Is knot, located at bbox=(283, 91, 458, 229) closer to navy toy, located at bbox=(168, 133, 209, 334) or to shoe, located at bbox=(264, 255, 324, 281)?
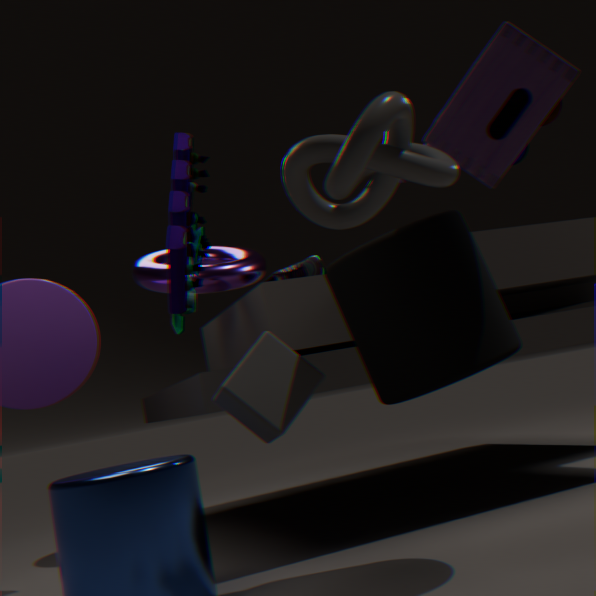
navy toy, located at bbox=(168, 133, 209, 334)
